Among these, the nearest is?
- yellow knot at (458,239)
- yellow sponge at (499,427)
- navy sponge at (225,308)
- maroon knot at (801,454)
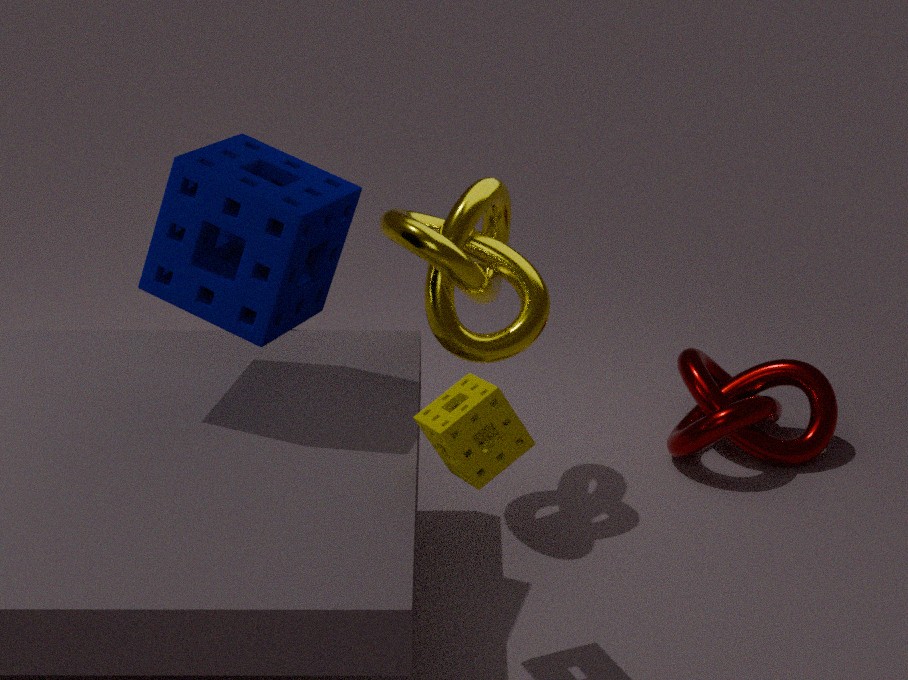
yellow sponge at (499,427)
